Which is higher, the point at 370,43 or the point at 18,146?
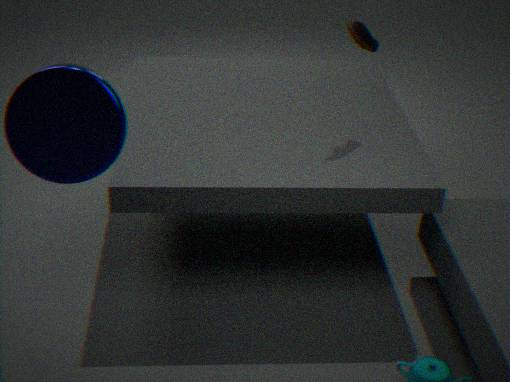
the point at 370,43
